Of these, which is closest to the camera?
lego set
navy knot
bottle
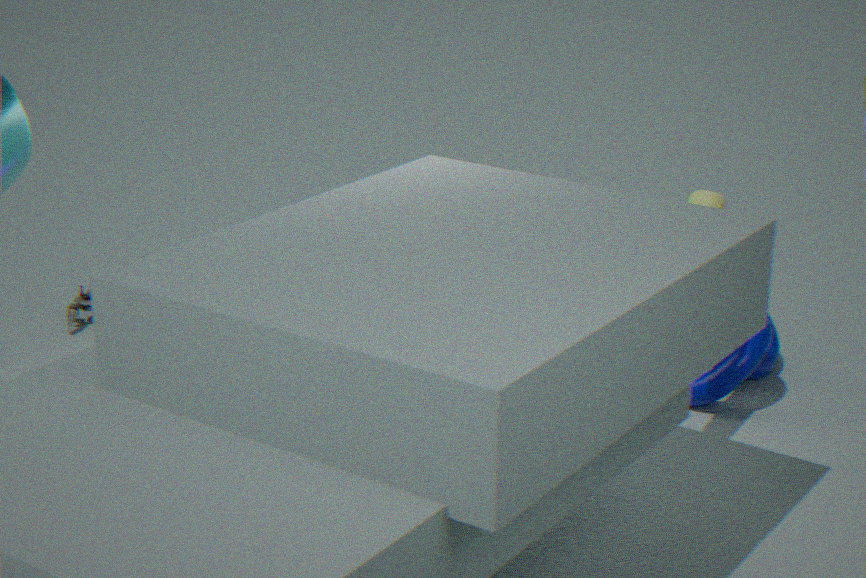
bottle
